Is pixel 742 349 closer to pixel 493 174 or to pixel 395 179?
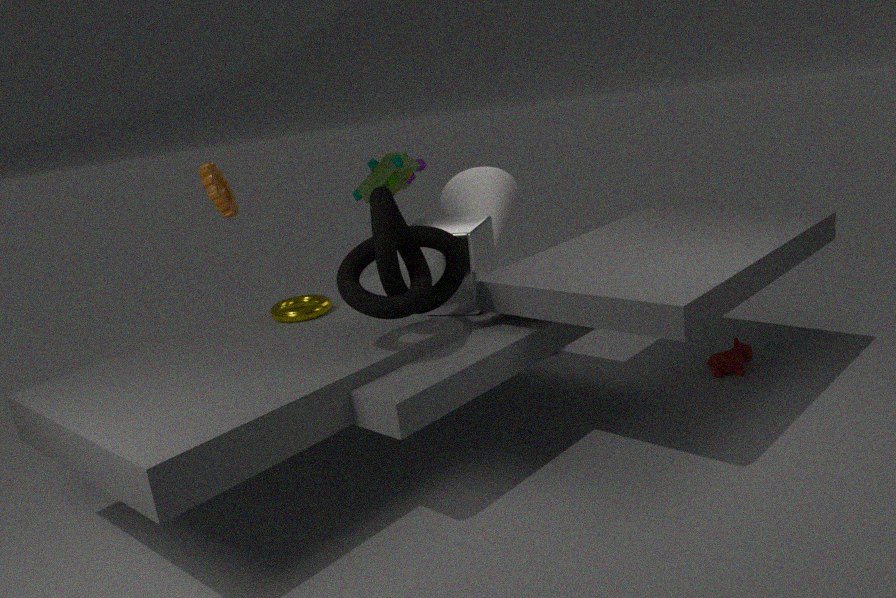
pixel 493 174
